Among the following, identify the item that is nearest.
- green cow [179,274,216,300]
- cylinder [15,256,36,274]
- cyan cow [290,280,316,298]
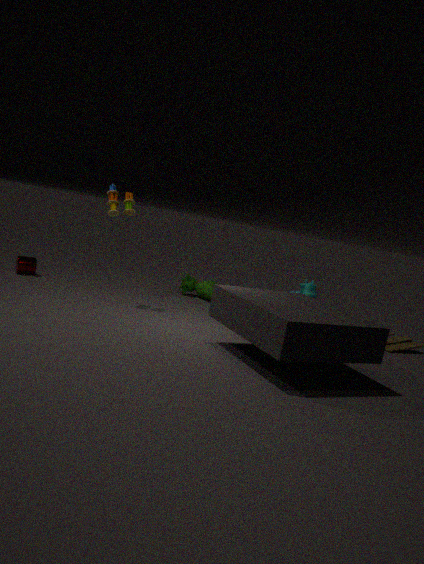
cylinder [15,256,36,274]
